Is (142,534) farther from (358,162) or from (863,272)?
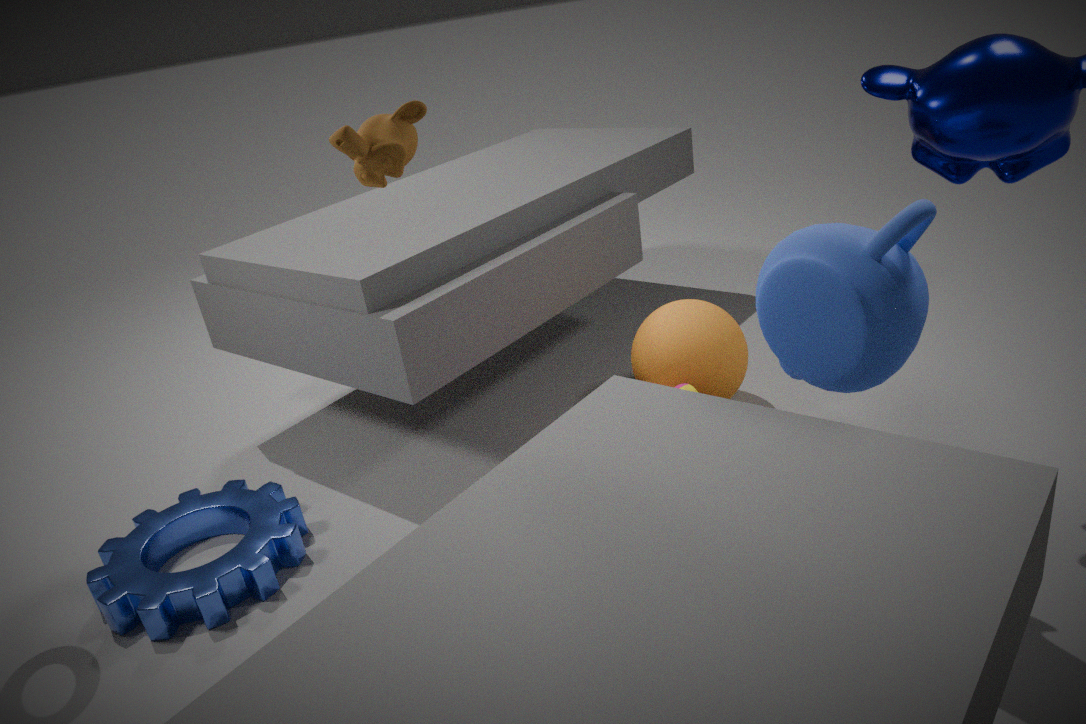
(863,272)
